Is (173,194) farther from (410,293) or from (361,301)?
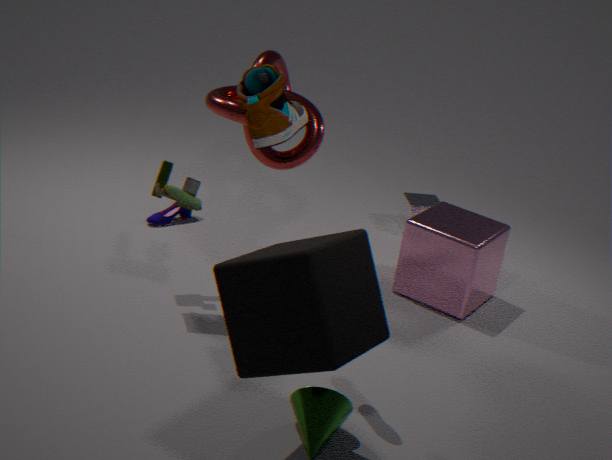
(410,293)
